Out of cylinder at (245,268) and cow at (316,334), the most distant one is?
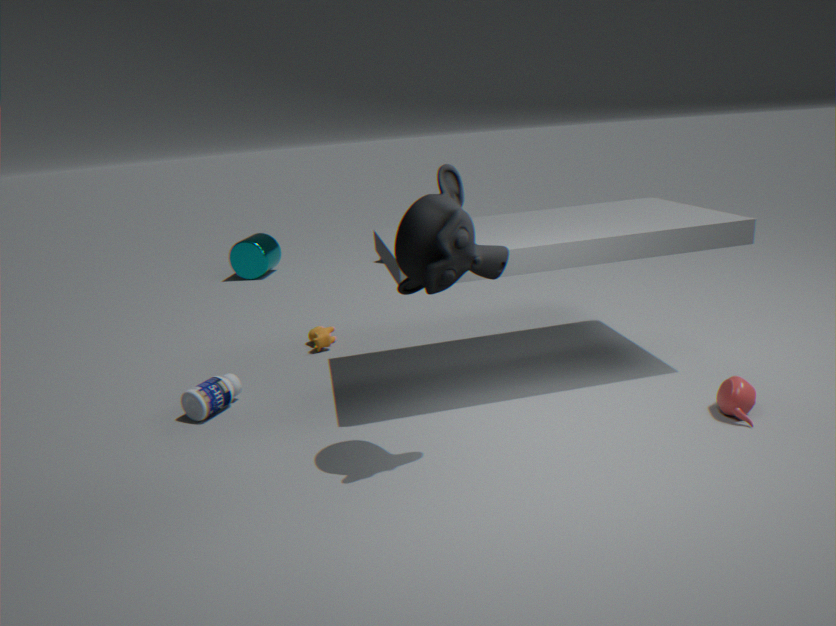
cylinder at (245,268)
